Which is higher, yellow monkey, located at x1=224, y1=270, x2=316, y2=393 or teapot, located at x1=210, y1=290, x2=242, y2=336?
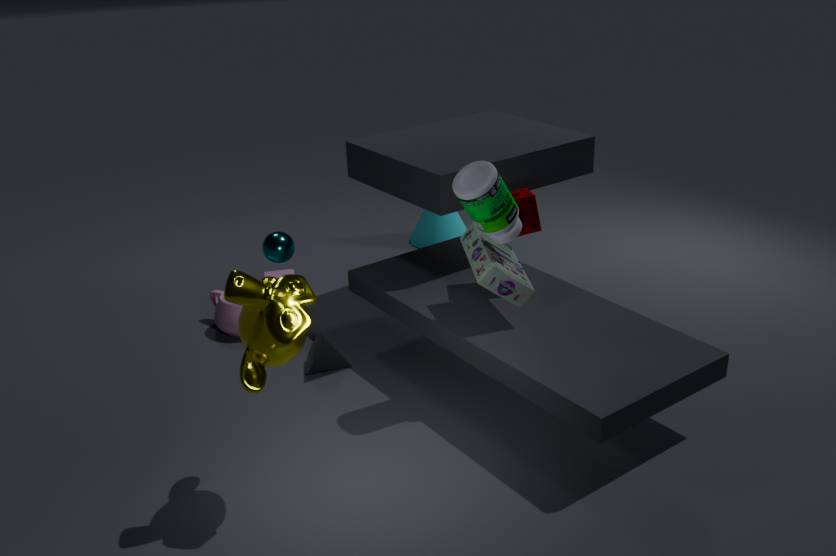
yellow monkey, located at x1=224, y1=270, x2=316, y2=393
